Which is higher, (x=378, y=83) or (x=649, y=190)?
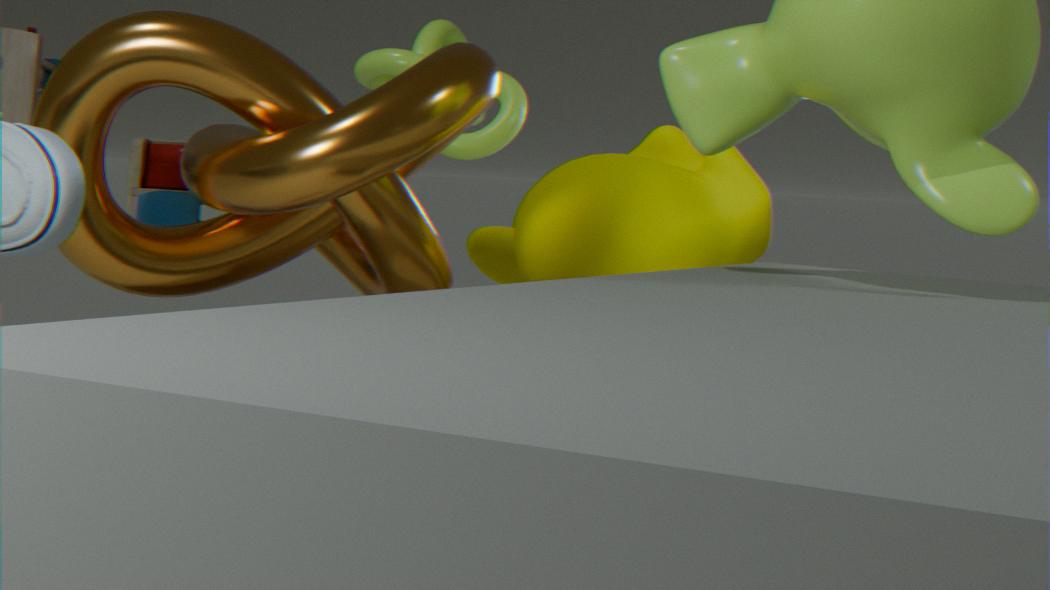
(x=378, y=83)
